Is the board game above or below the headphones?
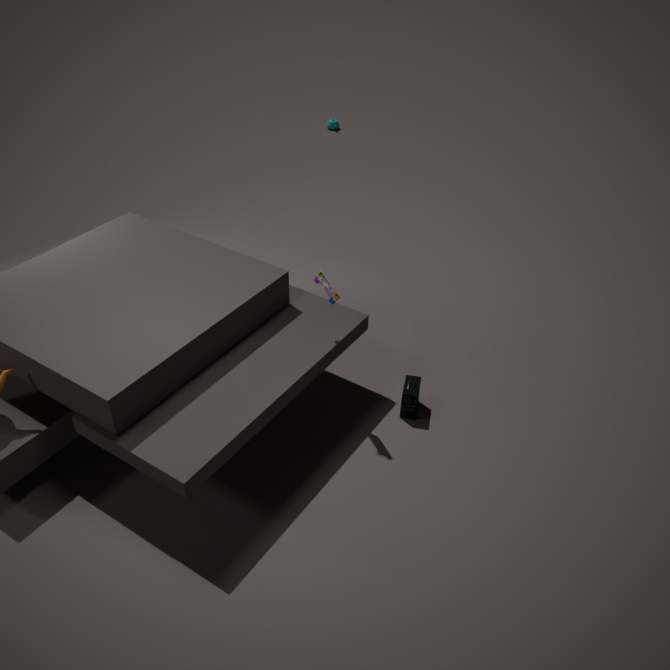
above
